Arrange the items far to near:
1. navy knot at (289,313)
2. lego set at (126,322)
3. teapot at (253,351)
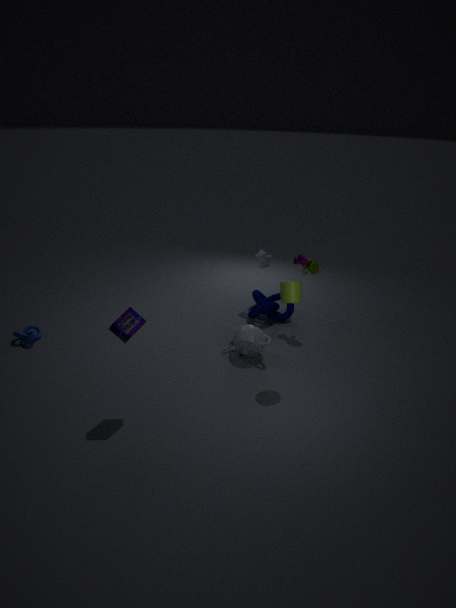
1. navy knot at (289,313)
2. teapot at (253,351)
3. lego set at (126,322)
